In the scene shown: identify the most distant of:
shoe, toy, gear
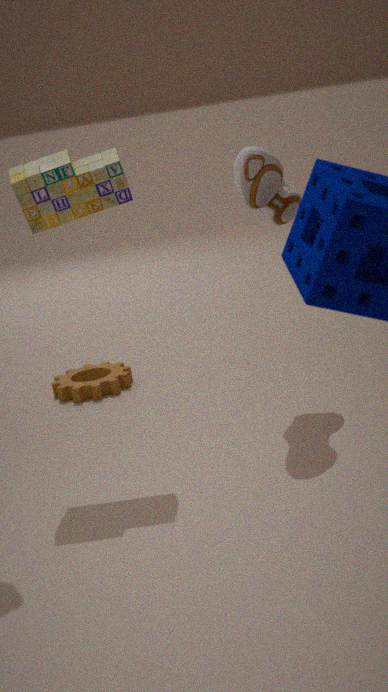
gear
